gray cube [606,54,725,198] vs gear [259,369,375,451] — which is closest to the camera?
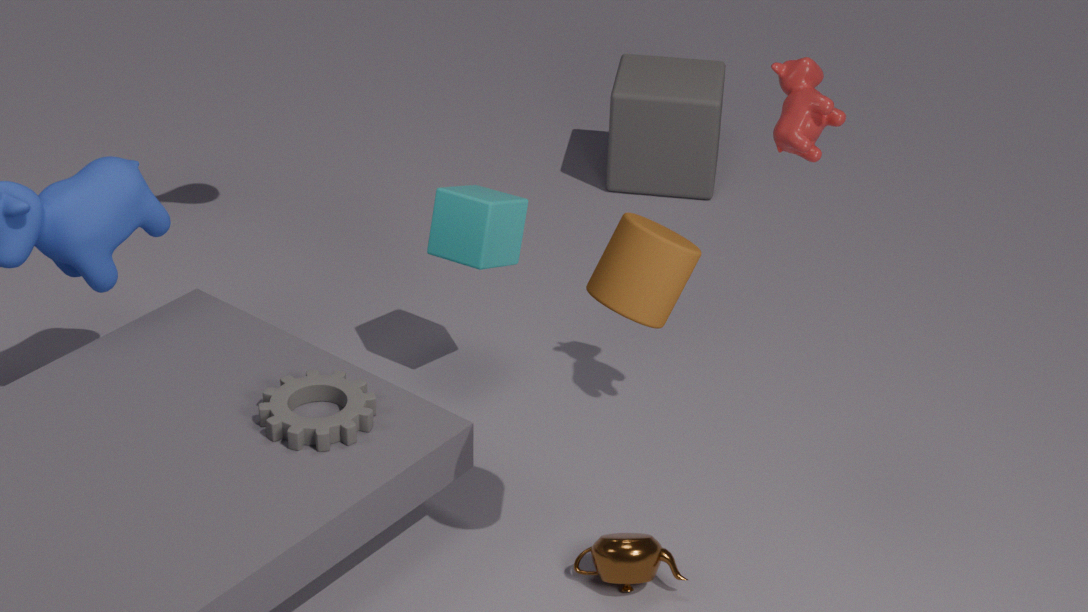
gear [259,369,375,451]
